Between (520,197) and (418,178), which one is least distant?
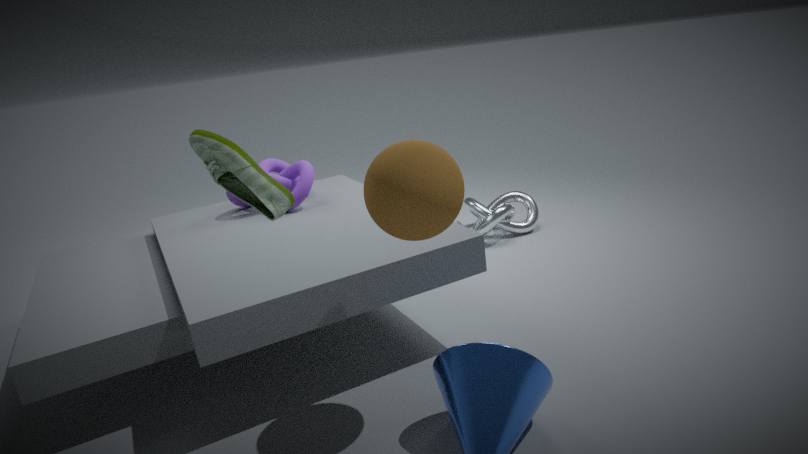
(418,178)
